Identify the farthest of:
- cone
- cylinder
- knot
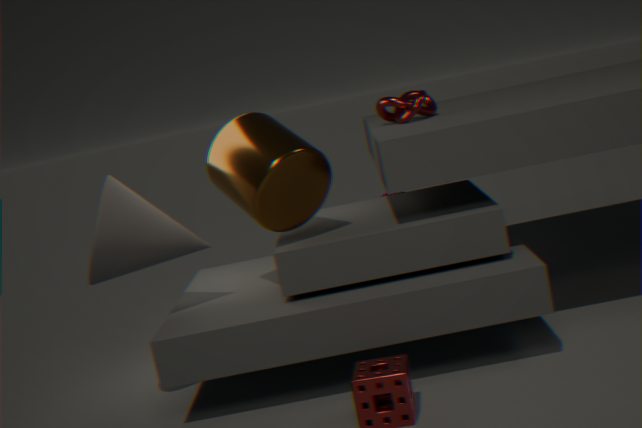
knot
